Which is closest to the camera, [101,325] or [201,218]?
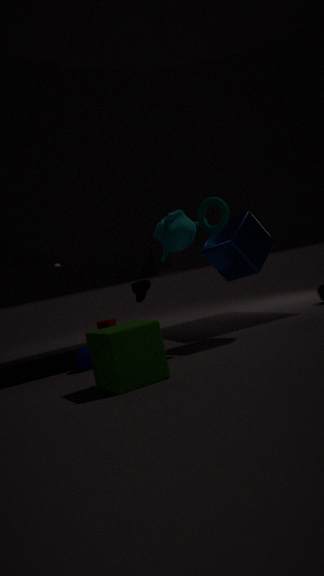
[201,218]
